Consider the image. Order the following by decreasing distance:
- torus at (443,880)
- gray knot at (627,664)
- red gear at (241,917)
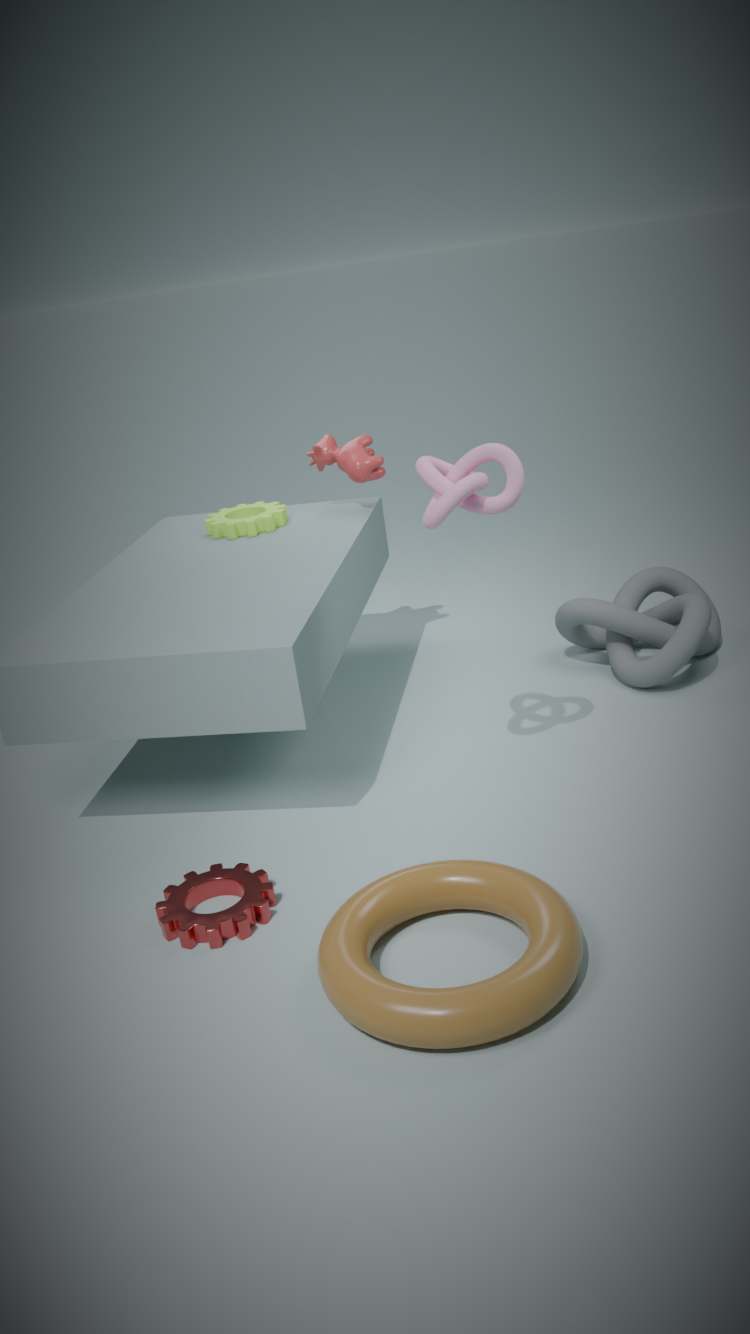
gray knot at (627,664) < red gear at (241,917) < torus at (443,880)
